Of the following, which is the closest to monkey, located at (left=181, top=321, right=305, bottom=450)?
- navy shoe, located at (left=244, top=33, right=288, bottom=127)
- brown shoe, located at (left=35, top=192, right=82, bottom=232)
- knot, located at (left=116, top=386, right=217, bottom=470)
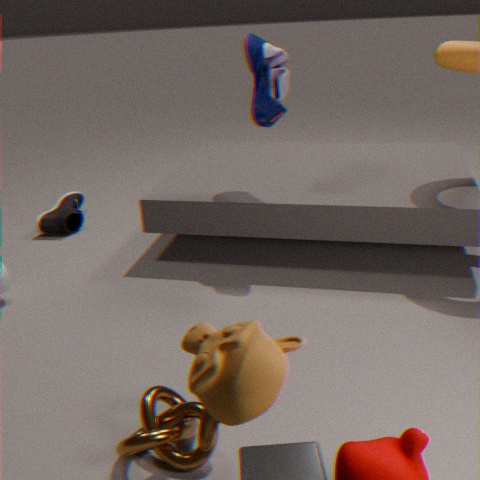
knot, located at (left=116, top=386, right=217, bottom=470)
